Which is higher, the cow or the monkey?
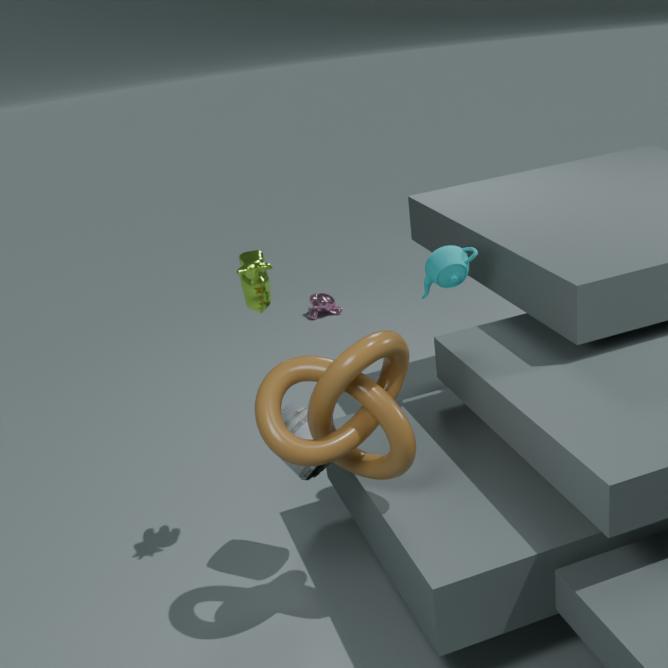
the cow
